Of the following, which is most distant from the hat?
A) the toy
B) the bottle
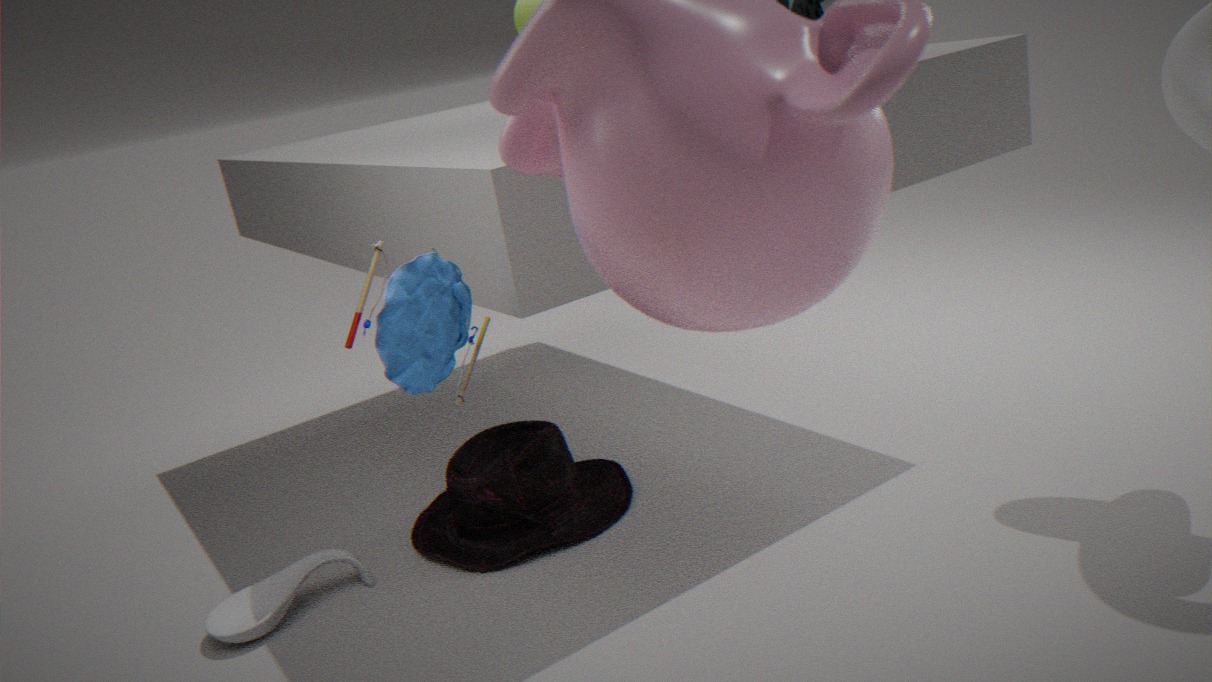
the toy
